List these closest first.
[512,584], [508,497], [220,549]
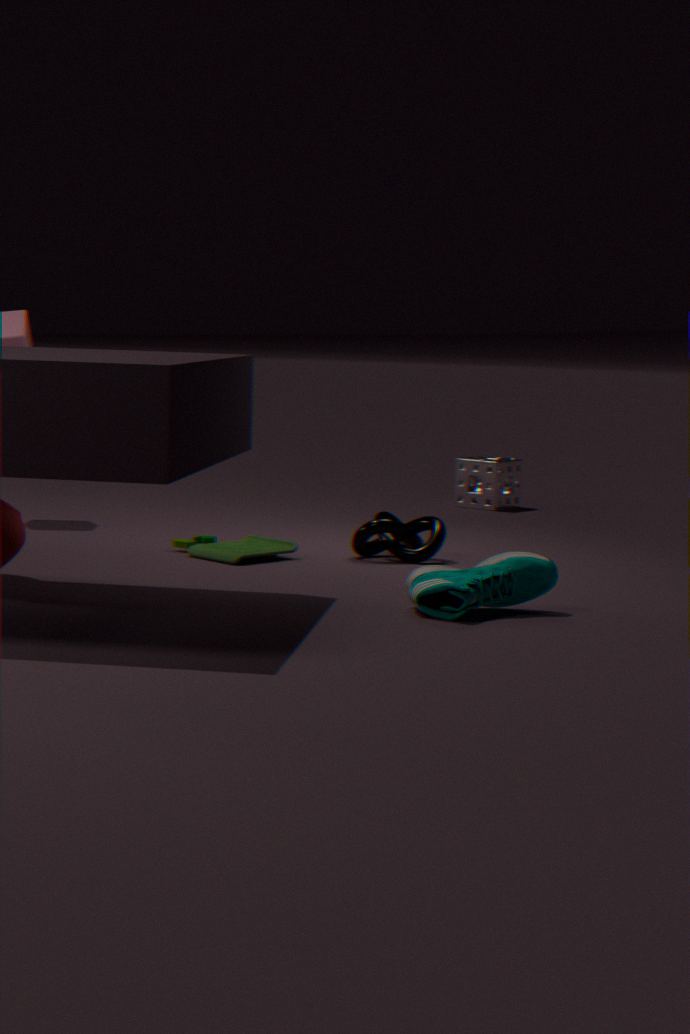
[512,584] → [220,549] → [508,497]
